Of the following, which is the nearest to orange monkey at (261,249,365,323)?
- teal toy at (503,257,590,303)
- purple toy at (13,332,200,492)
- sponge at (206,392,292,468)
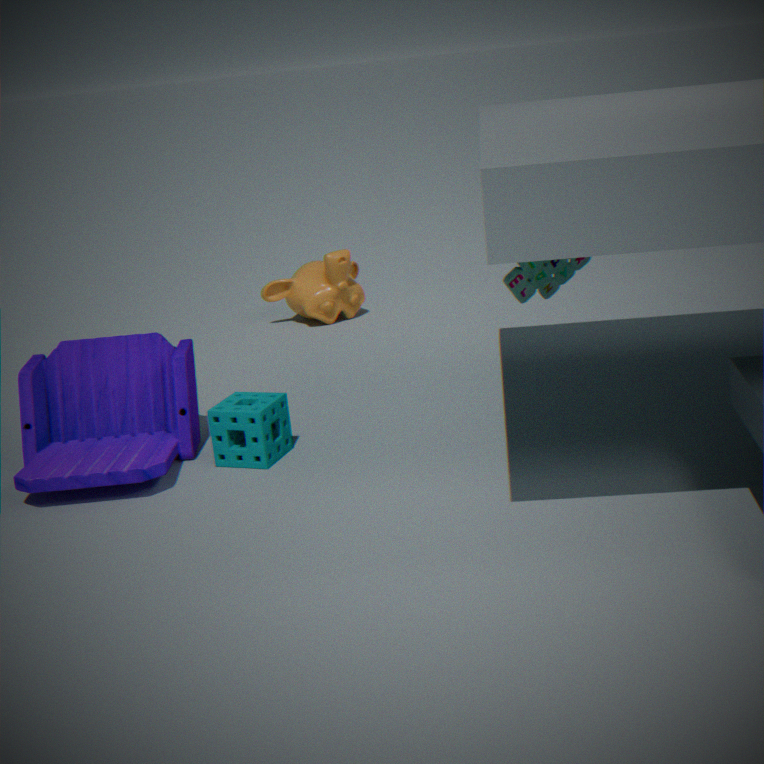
purple toy at (13,332,200,492)
